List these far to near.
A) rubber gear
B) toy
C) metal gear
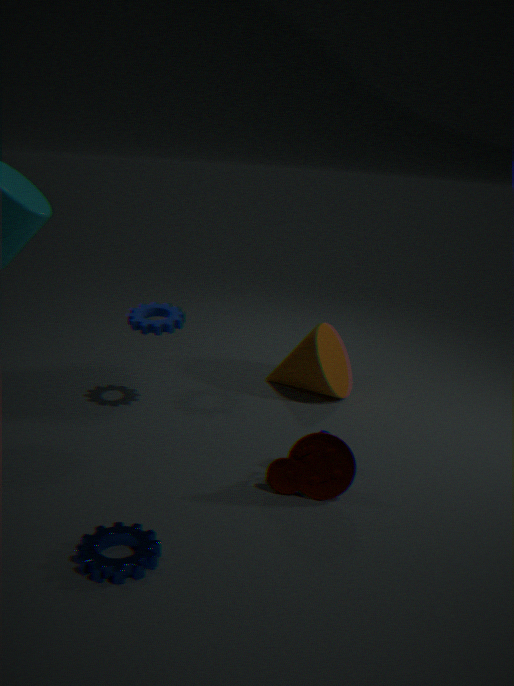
rubber gear → toy → metal gear
